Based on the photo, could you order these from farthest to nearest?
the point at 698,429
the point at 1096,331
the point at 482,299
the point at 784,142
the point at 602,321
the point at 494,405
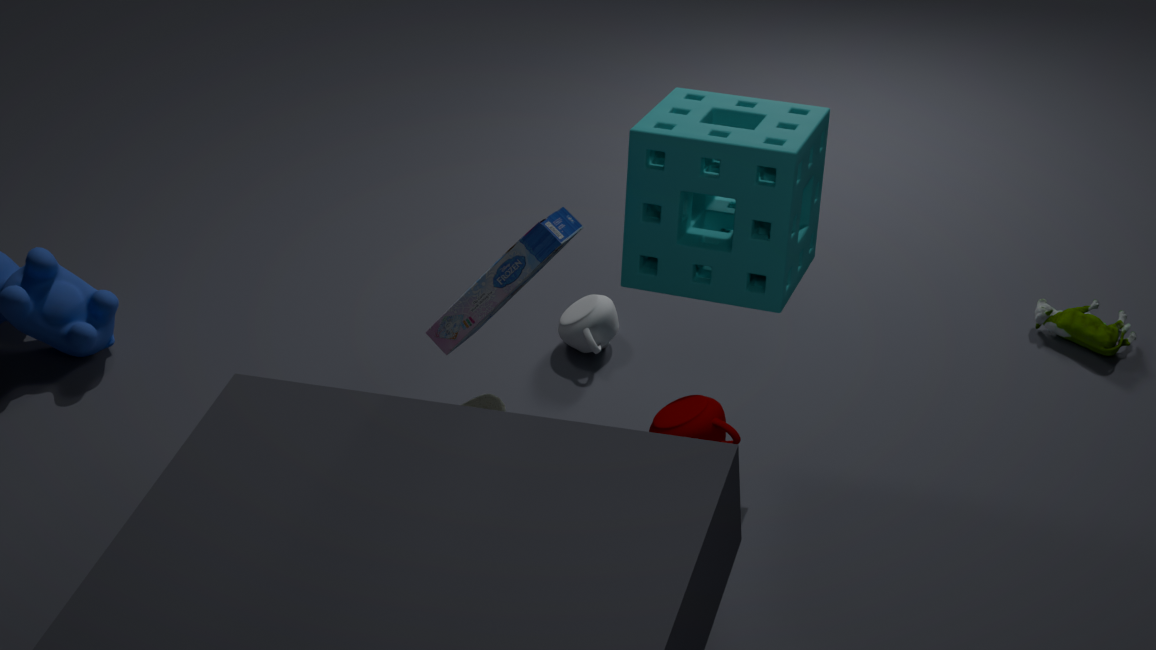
the point at 602,321 → the point at 1096,331 → the point at 494,405 → the point at 784,142 → the point at 698,429 → the point at 482,299
